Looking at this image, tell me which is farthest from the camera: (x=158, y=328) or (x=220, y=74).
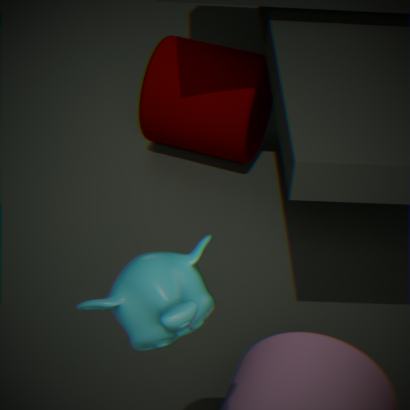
(x=220, y=74)
